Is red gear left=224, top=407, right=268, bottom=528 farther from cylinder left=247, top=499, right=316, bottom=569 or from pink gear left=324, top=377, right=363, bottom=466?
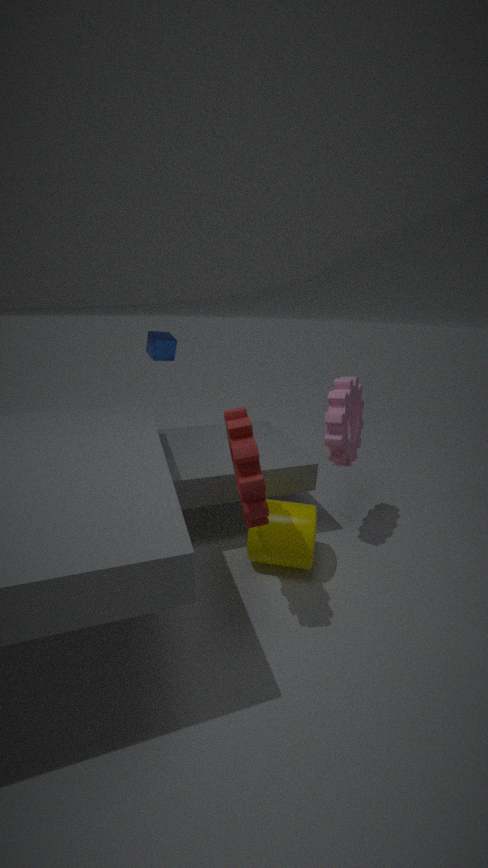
pink gear left=324, top=377, right=363, bottom=466
